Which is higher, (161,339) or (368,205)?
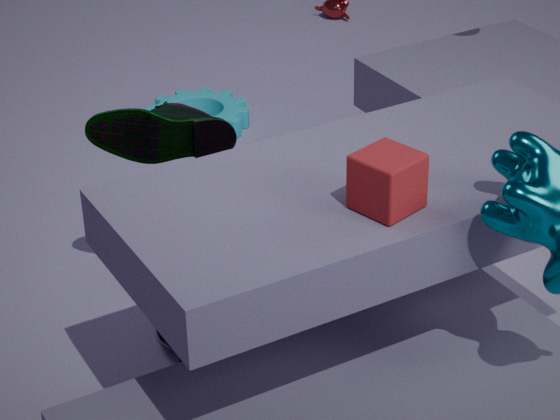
(368,205)
